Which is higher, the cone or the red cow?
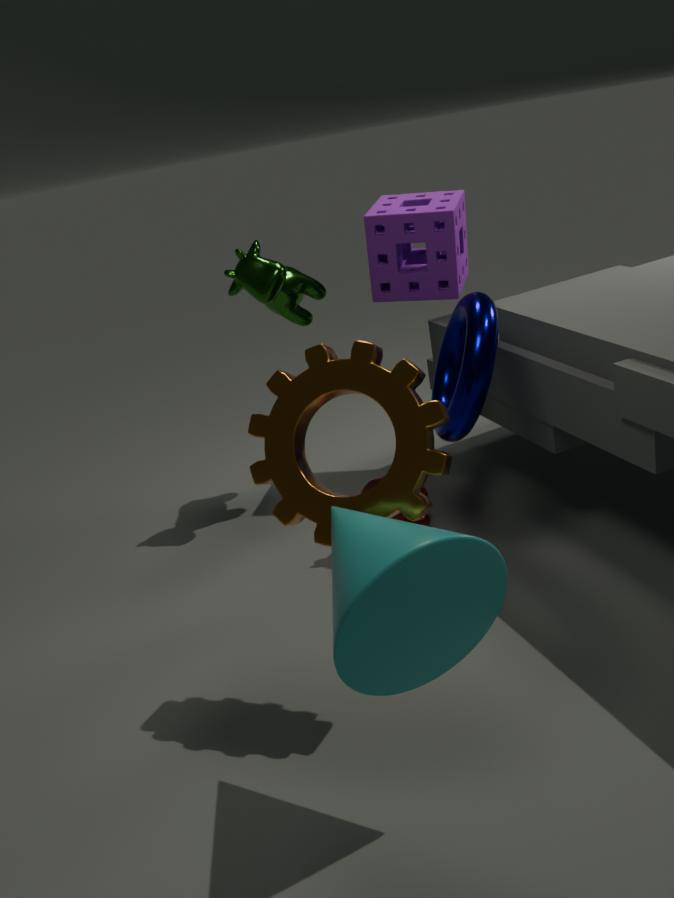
the cone
